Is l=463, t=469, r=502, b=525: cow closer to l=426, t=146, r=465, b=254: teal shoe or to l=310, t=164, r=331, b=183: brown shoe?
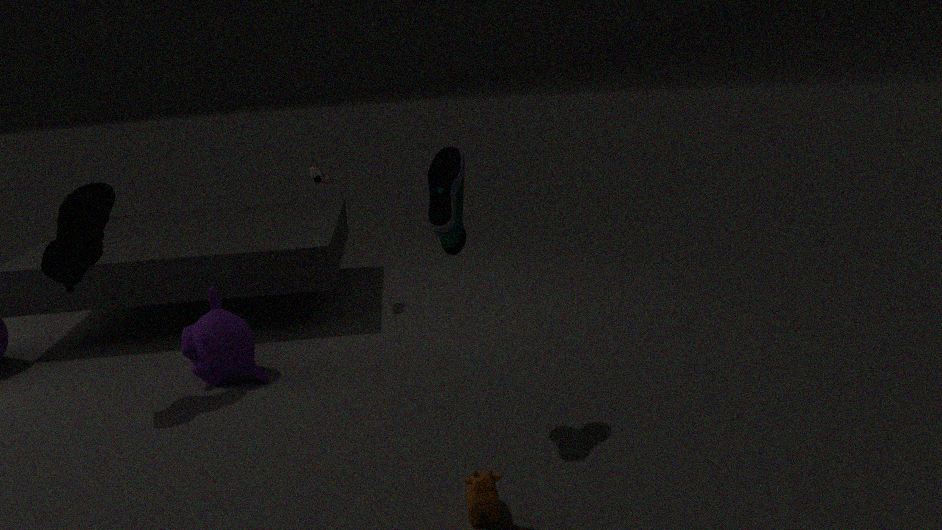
l=426, t=146, r=465, b=254: teal shoe
